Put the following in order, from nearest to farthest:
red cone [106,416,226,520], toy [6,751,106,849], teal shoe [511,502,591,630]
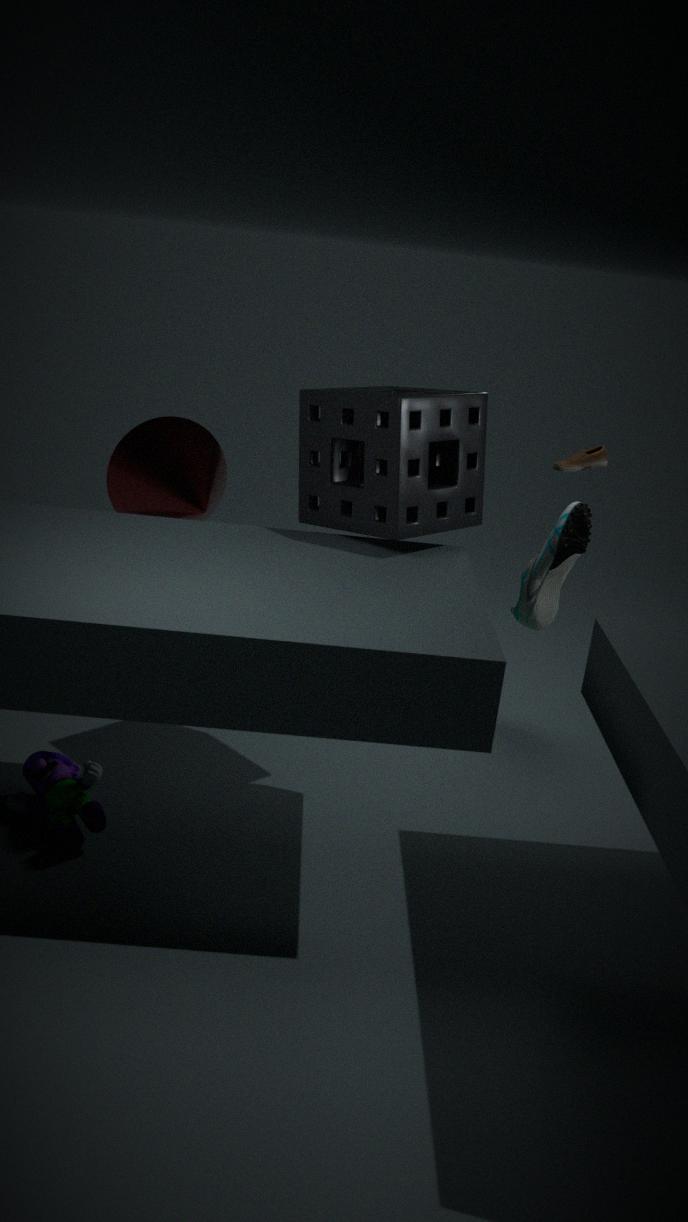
toy [6,751,106,849] → red cone [106,416,226,520] → teal shoe [511,502,591,630]
